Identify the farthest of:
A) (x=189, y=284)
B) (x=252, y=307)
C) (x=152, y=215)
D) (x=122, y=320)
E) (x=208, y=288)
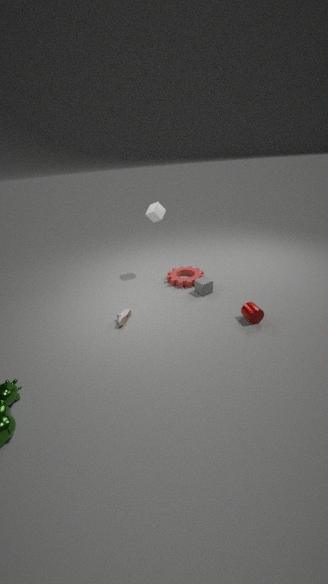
(x=152, y=215)
